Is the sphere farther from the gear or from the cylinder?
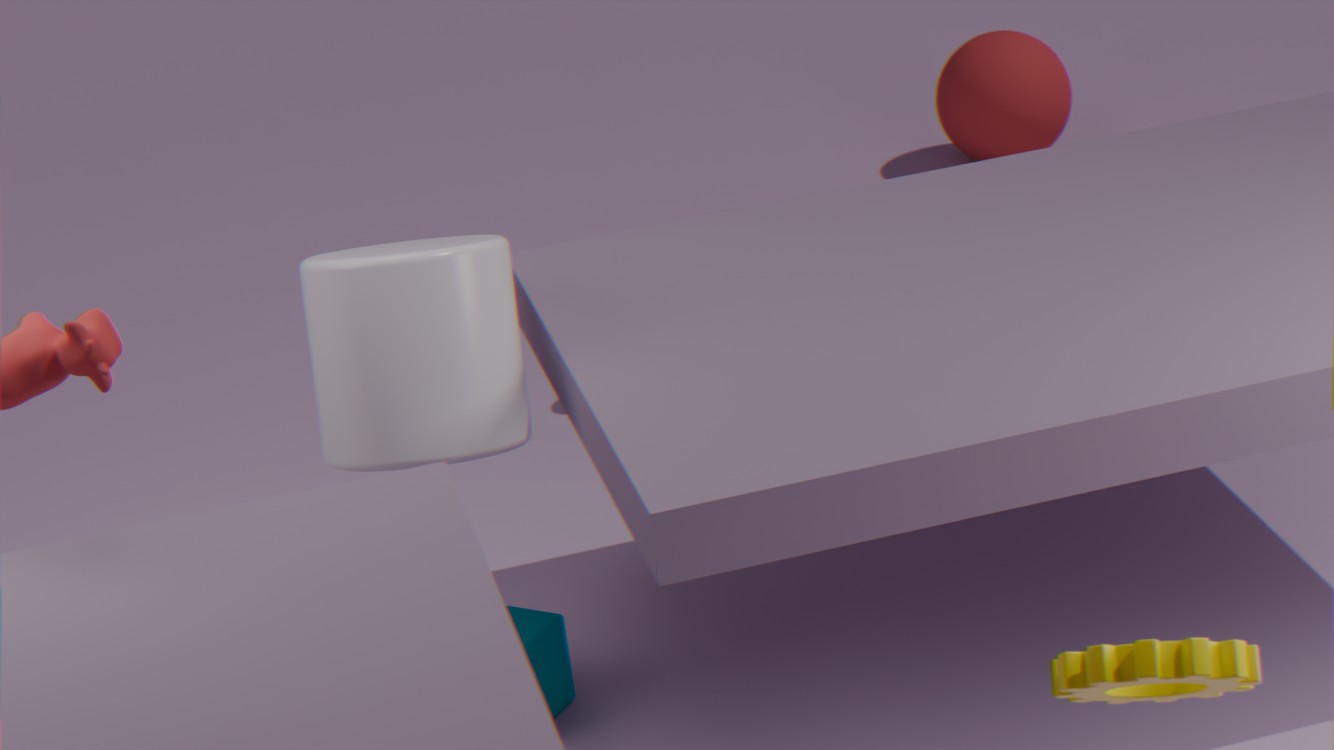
the gear
